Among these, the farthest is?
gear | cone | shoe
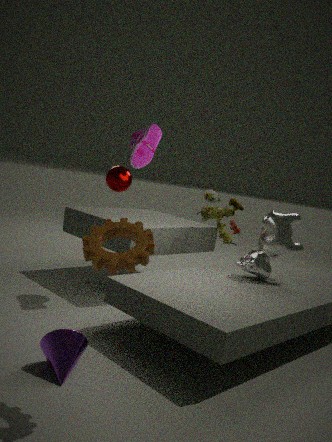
shoe
